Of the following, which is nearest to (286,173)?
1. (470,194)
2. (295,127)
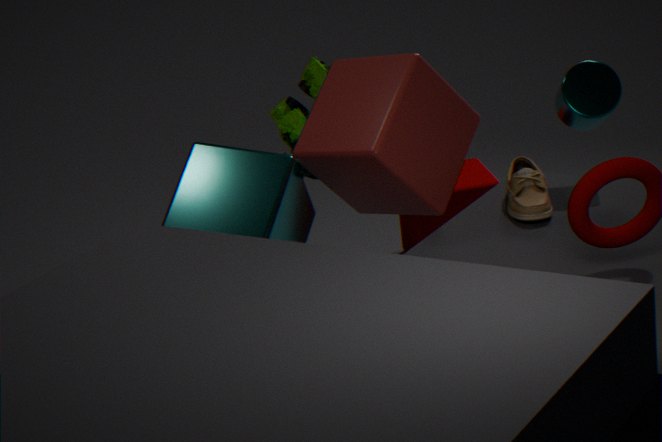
(295,127)
